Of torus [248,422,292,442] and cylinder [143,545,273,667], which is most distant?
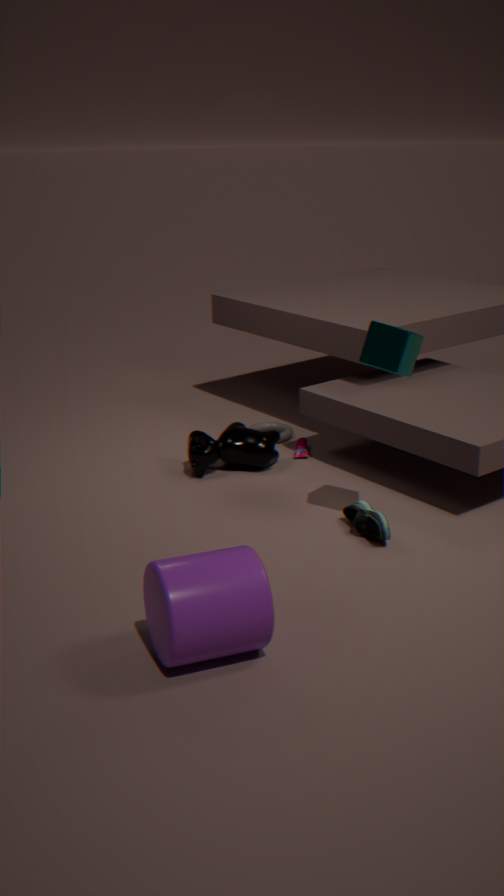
torus [248,422,292,442]
